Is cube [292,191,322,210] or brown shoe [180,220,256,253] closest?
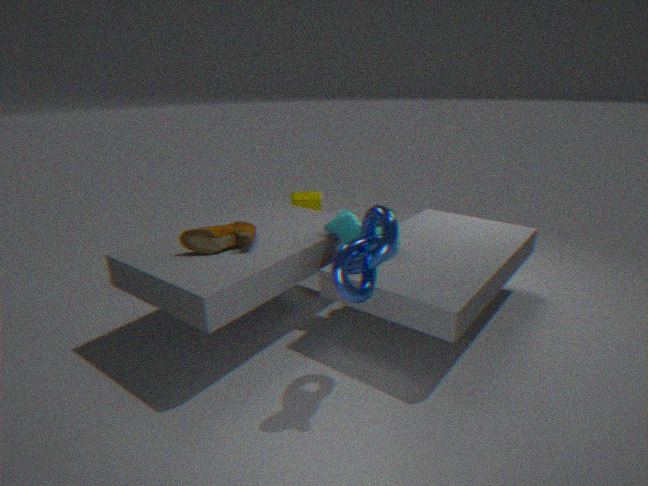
brown shoe [180,220,256,253]
